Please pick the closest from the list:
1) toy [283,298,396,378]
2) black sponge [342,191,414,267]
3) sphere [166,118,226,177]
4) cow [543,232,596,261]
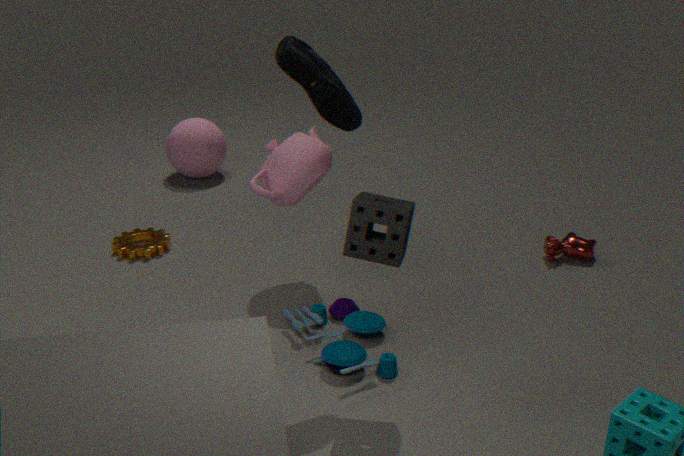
2. black sponge [342,191,414,267]
